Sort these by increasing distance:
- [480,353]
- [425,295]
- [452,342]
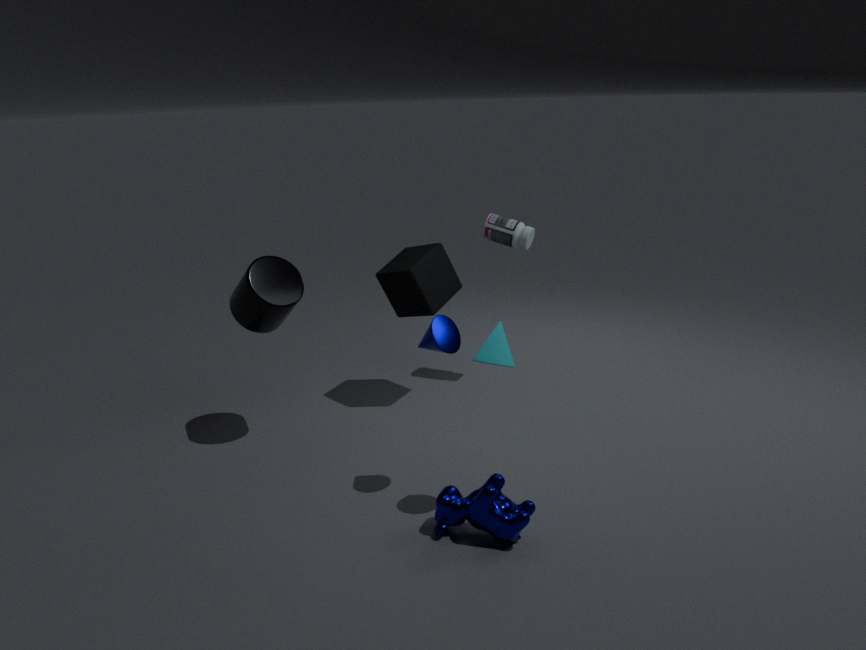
[480,353]
[452,342]
[425,295]
